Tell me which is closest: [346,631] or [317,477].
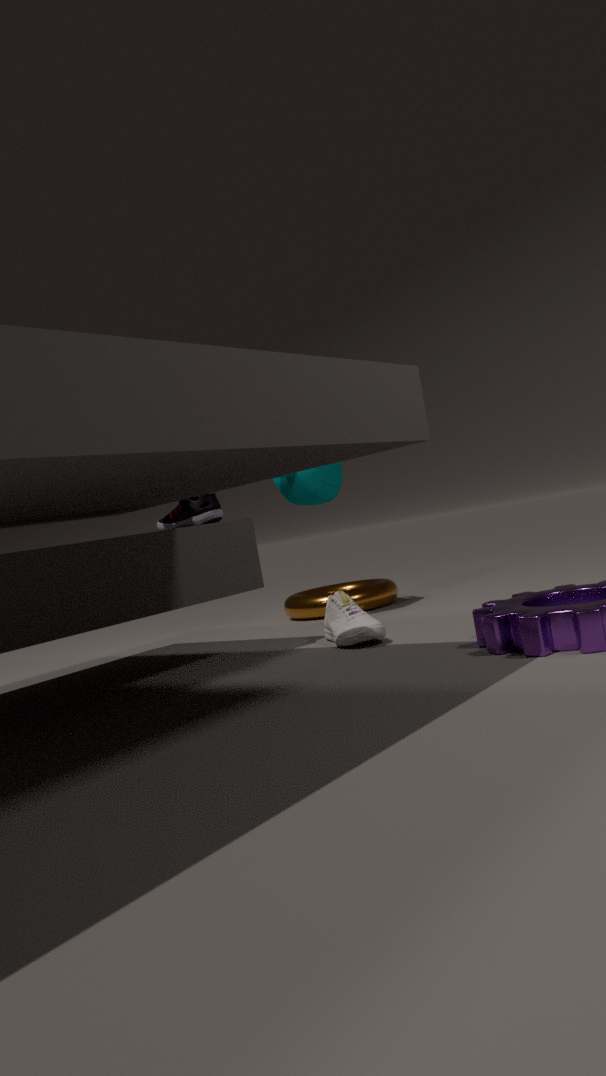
[346,631]
